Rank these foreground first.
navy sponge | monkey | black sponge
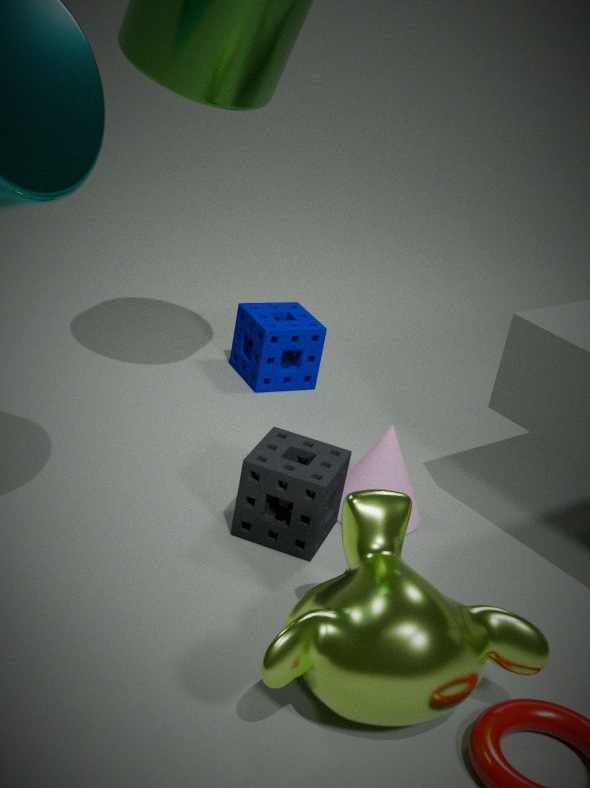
monkey, black sponge, navy sponge
